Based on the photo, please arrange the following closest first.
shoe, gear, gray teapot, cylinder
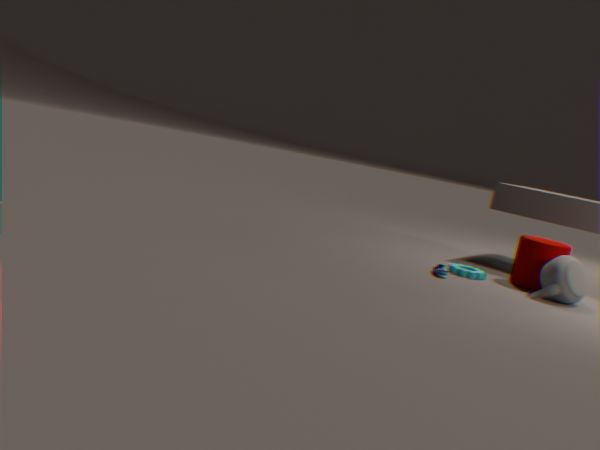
gray teapot
shoe
cylinder
gear
